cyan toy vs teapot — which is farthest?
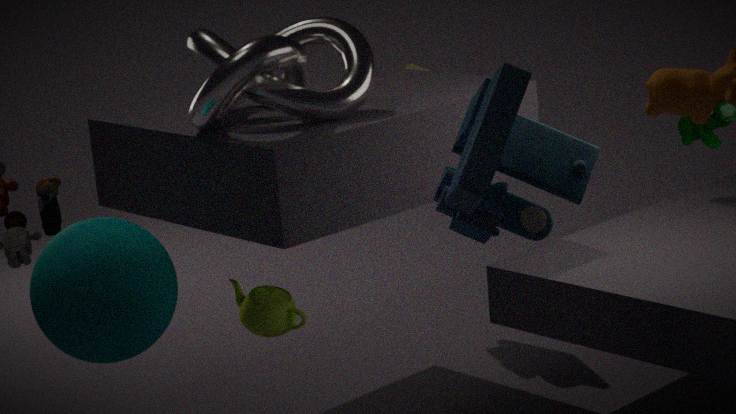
teapot
